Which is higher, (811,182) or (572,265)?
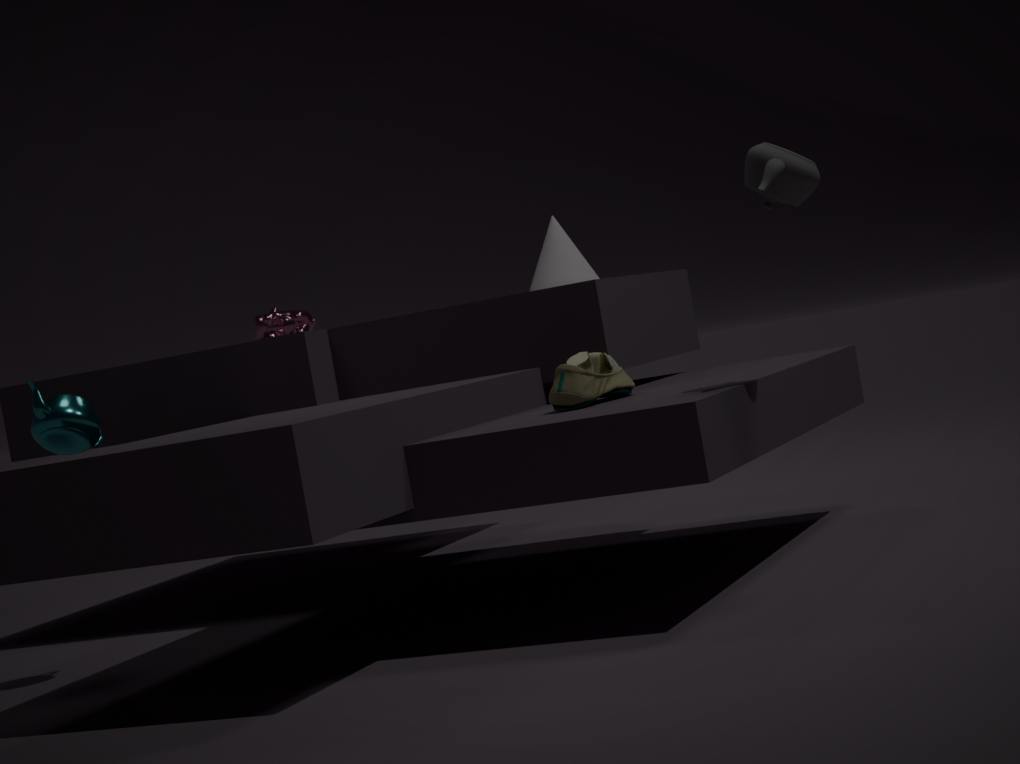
(811,182)
